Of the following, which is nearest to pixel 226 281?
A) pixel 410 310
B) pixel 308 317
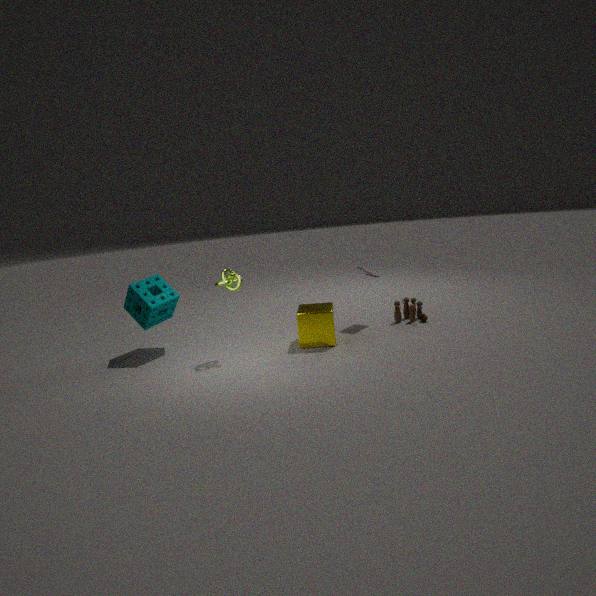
pixel 308 317
